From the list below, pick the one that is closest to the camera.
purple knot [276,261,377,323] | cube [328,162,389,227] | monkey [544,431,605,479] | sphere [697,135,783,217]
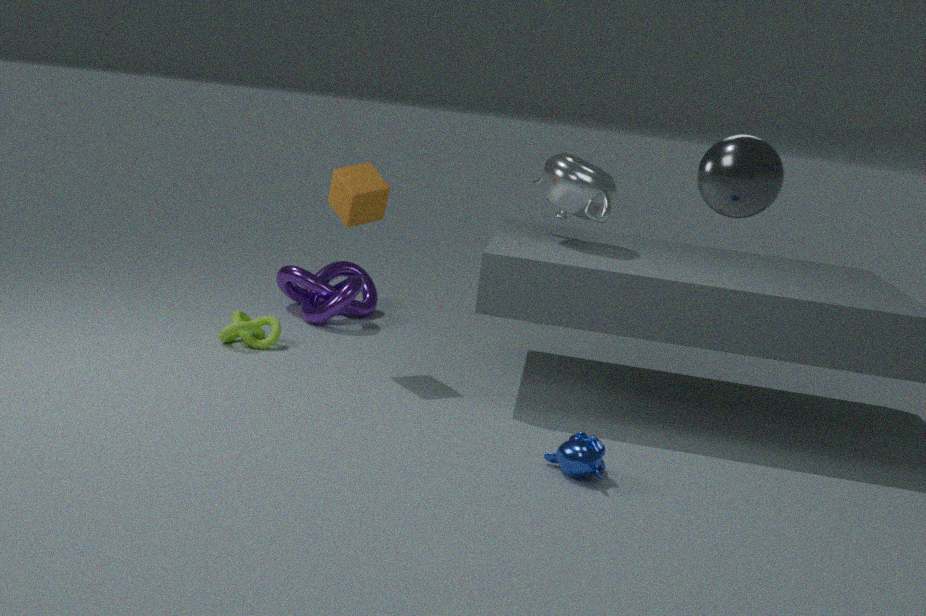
sphere [697,135,783,217]
